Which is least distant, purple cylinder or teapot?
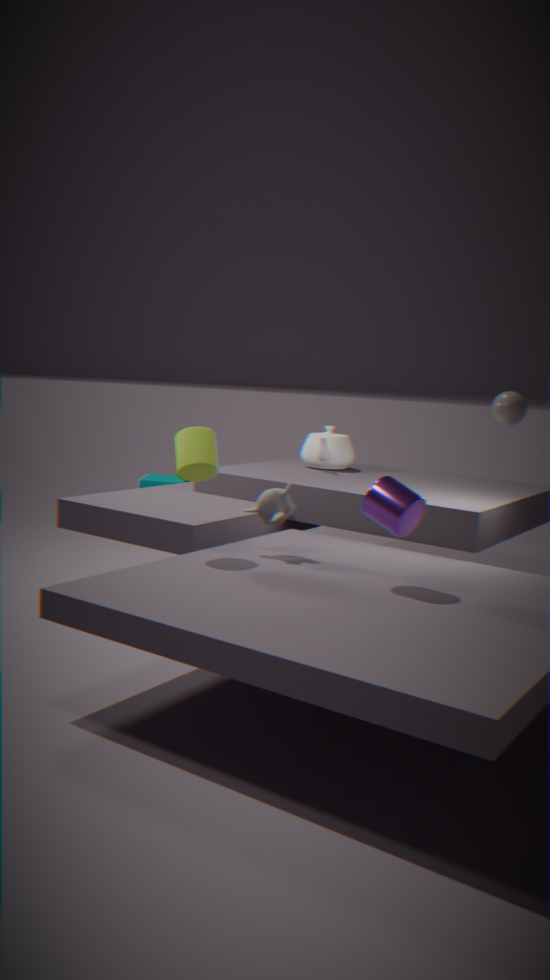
purple cylinder
